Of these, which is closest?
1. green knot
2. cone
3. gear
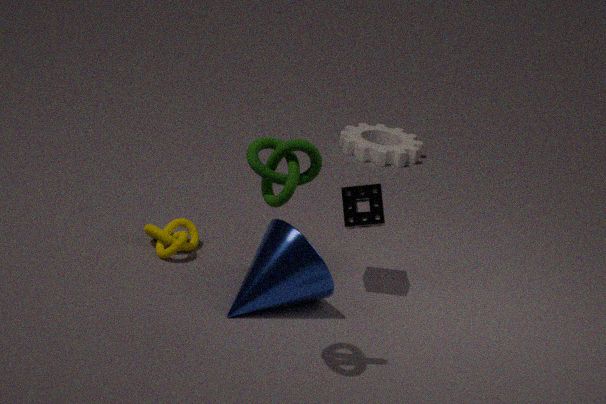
green knot
